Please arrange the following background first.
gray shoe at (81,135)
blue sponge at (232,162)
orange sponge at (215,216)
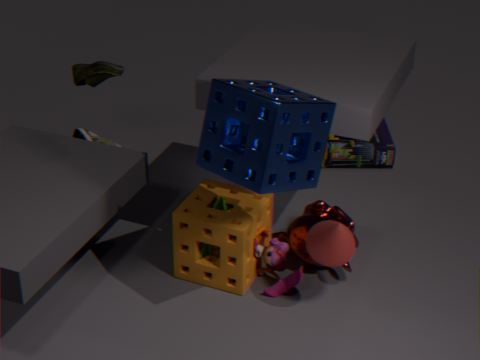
1. gray shoe at (81,135)
2. orange sponge at (215,216)
3. blue sponge at (232,162)
